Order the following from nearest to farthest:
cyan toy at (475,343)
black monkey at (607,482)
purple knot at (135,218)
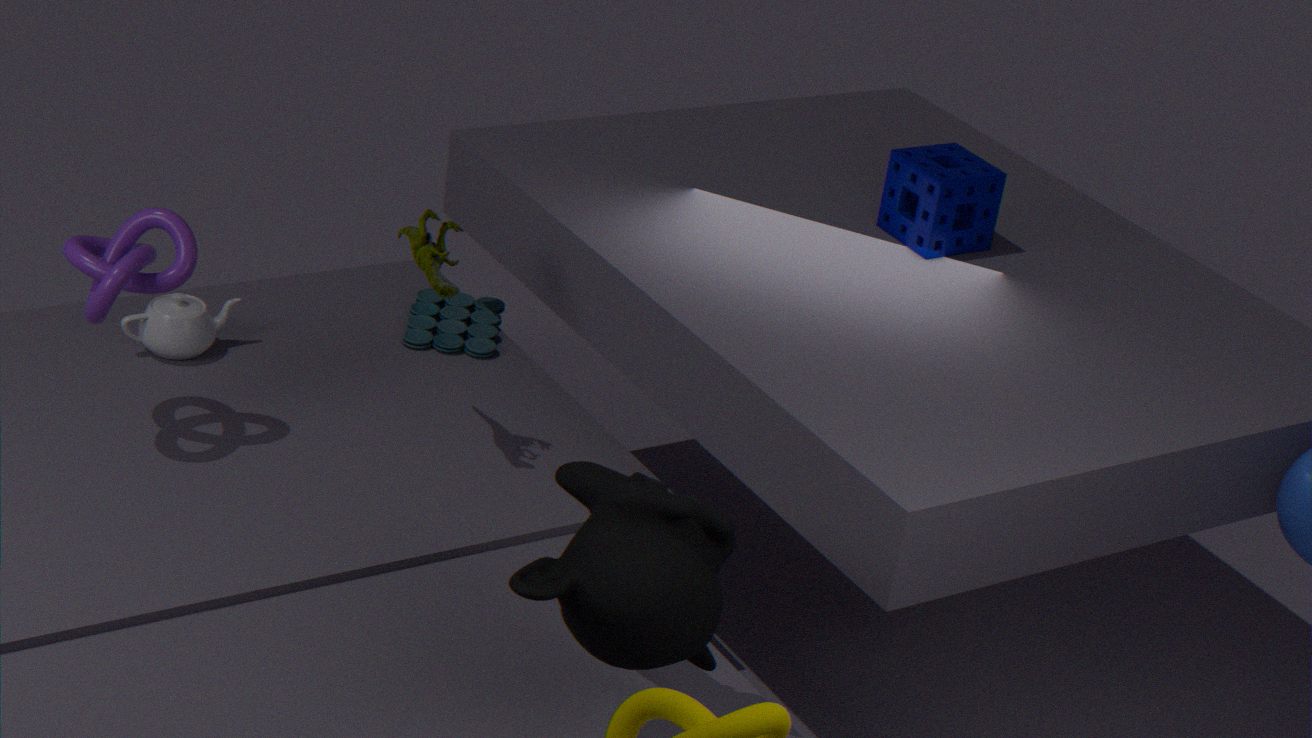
1. black monkey at (607,482)
2. purple knot at (135,218)
3. cyan toy at (475,343)
